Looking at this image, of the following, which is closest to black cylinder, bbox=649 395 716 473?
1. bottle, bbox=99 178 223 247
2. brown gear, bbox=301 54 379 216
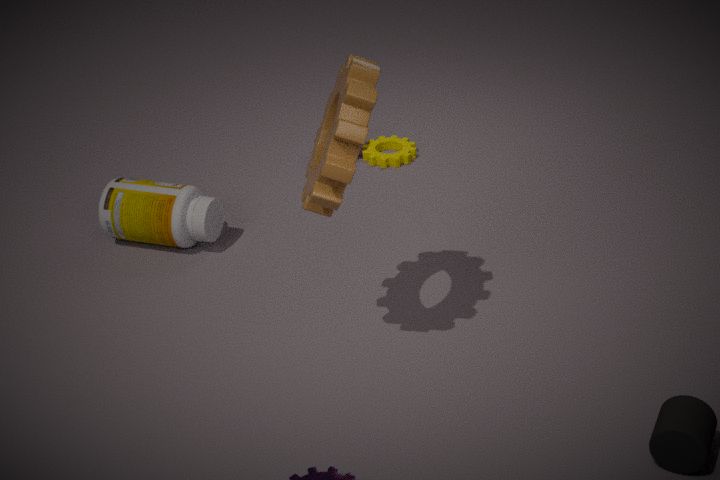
brown gear, bbox=301 54 379 216
